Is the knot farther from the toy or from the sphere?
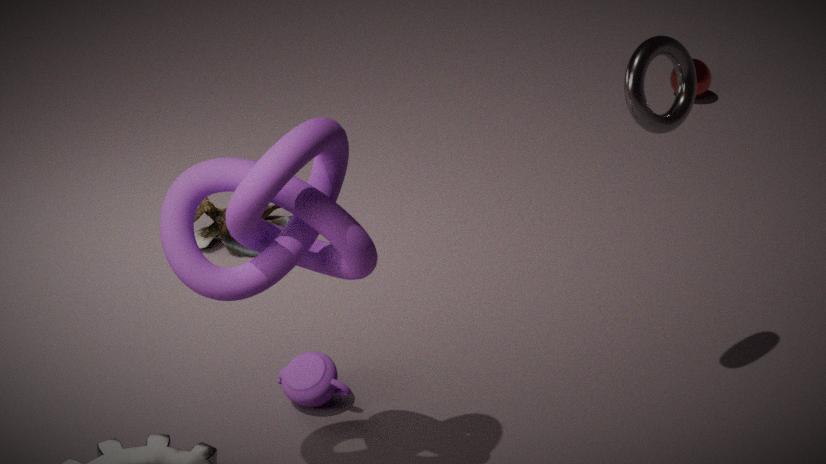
the sphere
